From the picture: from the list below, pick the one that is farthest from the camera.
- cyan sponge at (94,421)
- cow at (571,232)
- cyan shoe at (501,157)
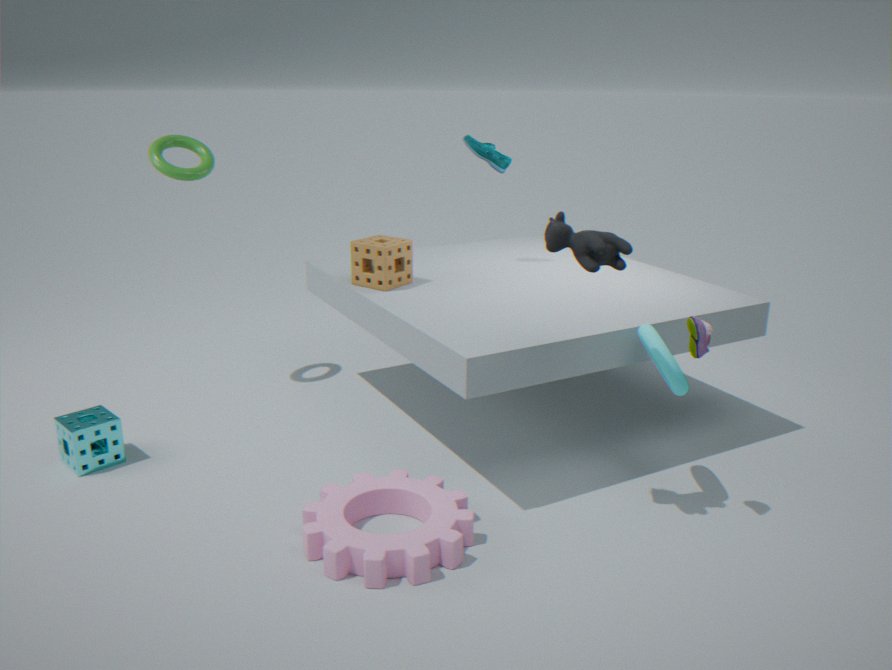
cyan shoe at (501,157)
